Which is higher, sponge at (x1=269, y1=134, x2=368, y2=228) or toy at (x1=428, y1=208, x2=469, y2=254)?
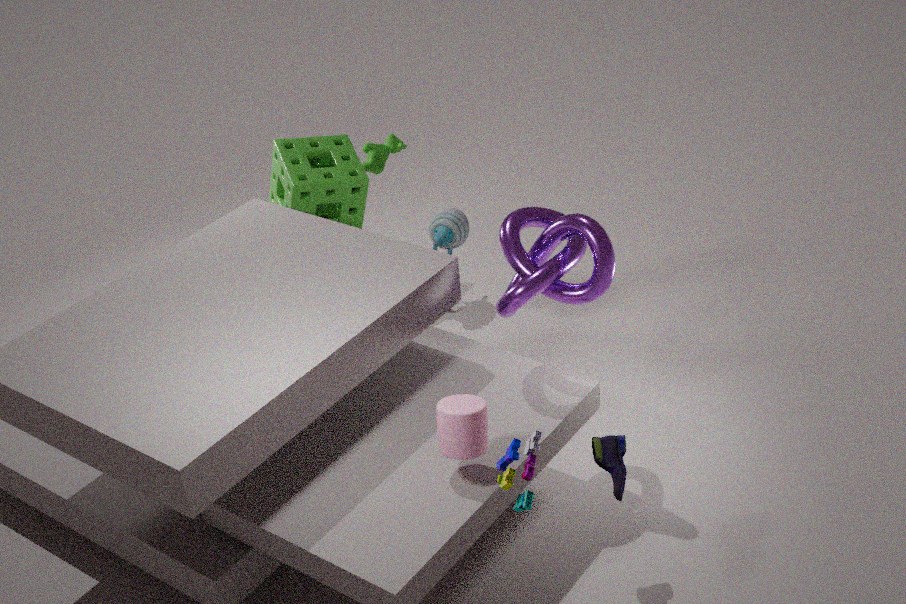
sponge at (x1=269, y1=134, x2=368, y2=228)
